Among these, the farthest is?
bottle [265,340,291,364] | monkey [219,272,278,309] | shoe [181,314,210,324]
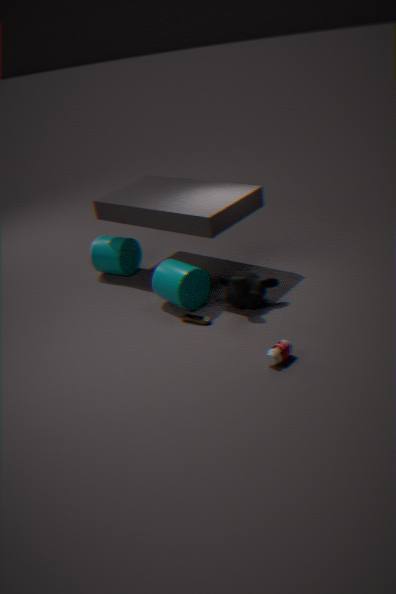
shoe [181,314,210,324]
